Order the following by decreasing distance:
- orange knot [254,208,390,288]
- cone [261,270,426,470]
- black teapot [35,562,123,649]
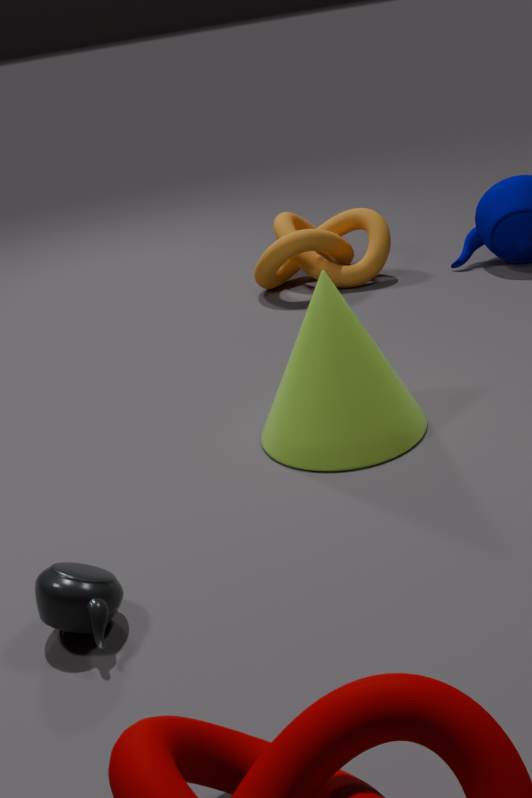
orange knot [254,208,390,288] → cone [261,270,426,470] → black teapot [35,562,123,649]
